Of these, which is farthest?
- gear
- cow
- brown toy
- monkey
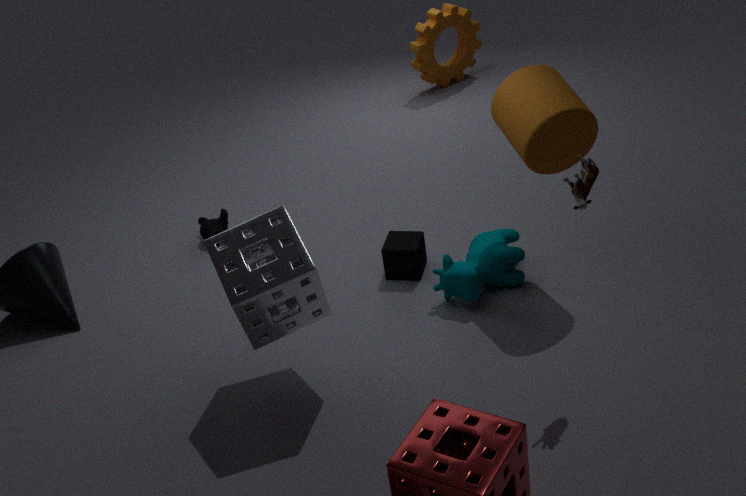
gear
